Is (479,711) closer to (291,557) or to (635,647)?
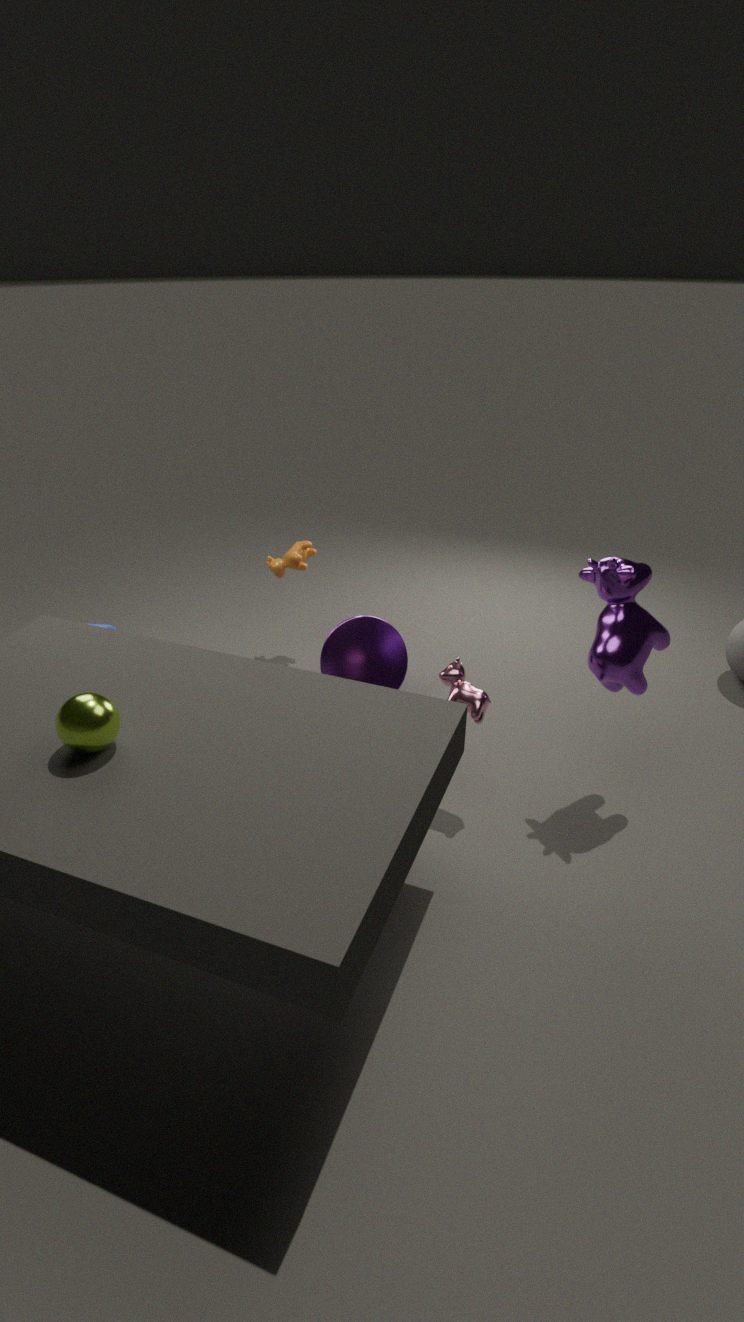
(635,647)
